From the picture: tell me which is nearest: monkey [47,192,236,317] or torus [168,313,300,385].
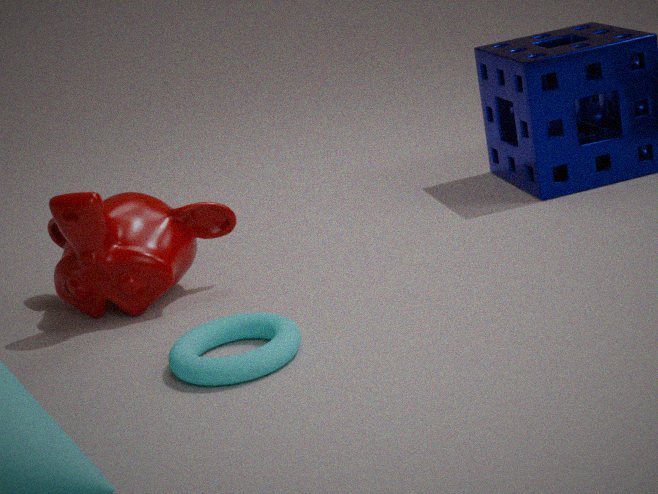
torus [168,313,300,385]
